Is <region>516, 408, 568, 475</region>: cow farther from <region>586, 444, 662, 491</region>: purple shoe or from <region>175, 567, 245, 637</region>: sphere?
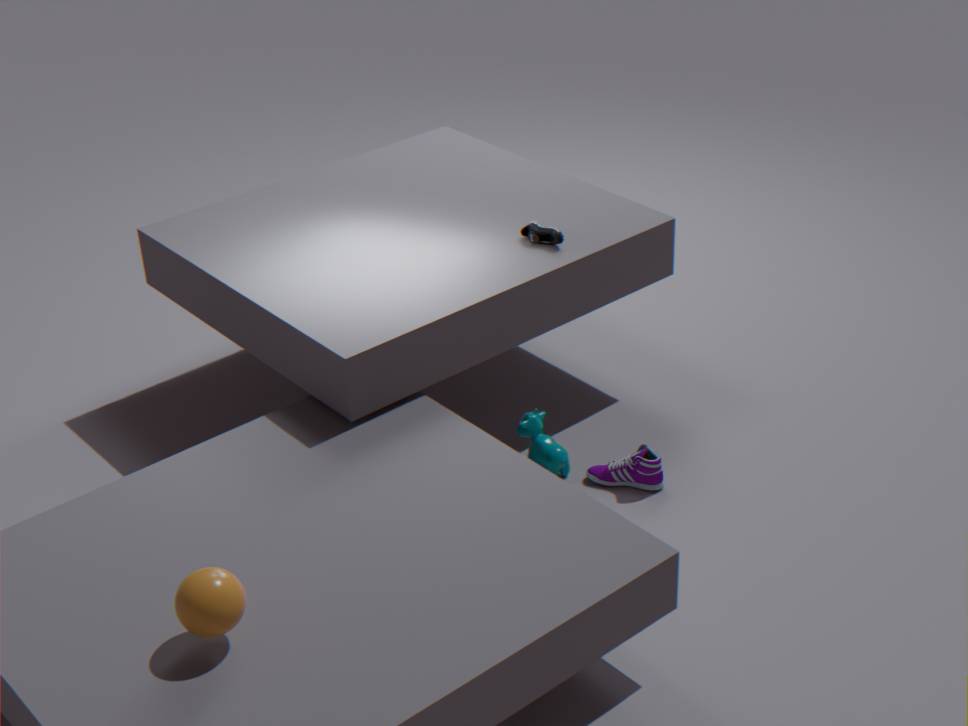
<region>175, 567, 245, 637</region>: sphere
